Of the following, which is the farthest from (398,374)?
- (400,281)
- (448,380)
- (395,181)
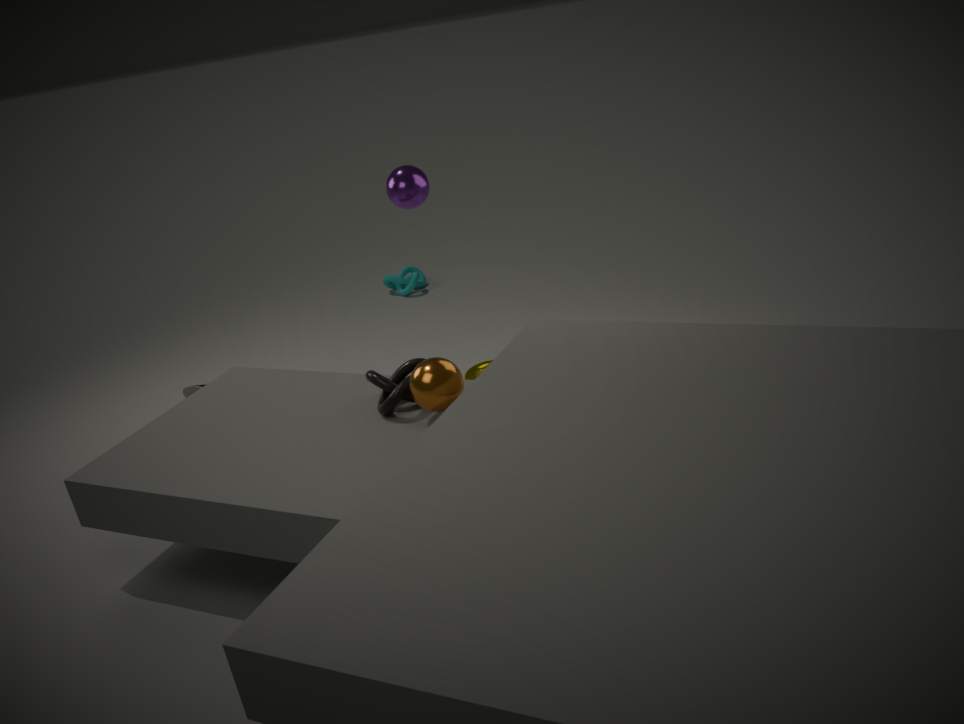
(400,281)
